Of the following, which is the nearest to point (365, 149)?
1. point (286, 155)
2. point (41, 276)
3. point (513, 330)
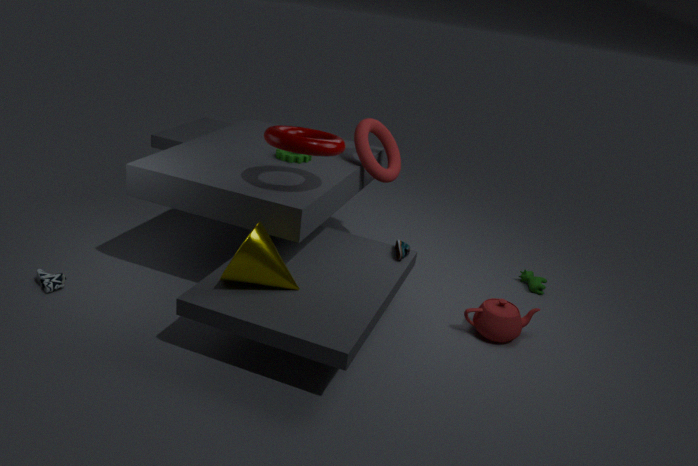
point (286, 155)
